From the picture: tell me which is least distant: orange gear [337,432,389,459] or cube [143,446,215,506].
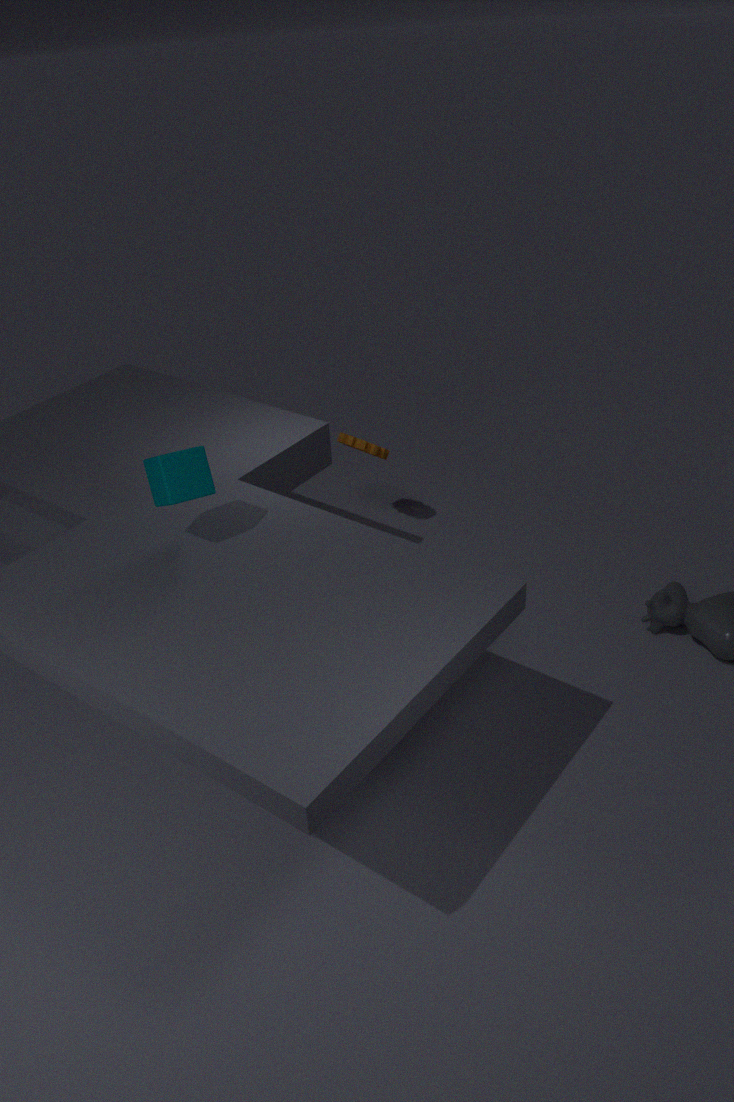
cube [143,446,215,506]
